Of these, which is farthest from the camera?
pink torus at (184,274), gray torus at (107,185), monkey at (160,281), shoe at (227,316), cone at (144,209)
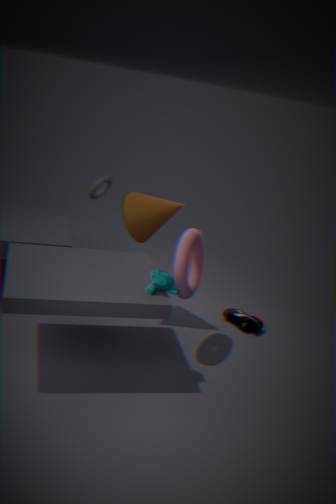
gray torus at (107,185)
